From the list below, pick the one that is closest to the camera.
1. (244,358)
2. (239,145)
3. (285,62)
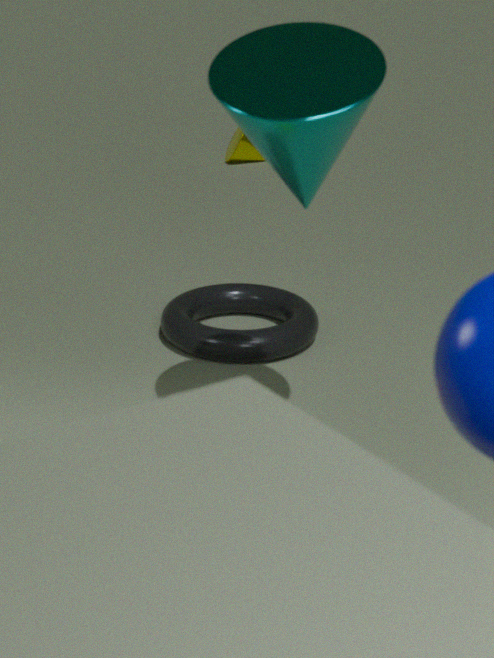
(285,62)
